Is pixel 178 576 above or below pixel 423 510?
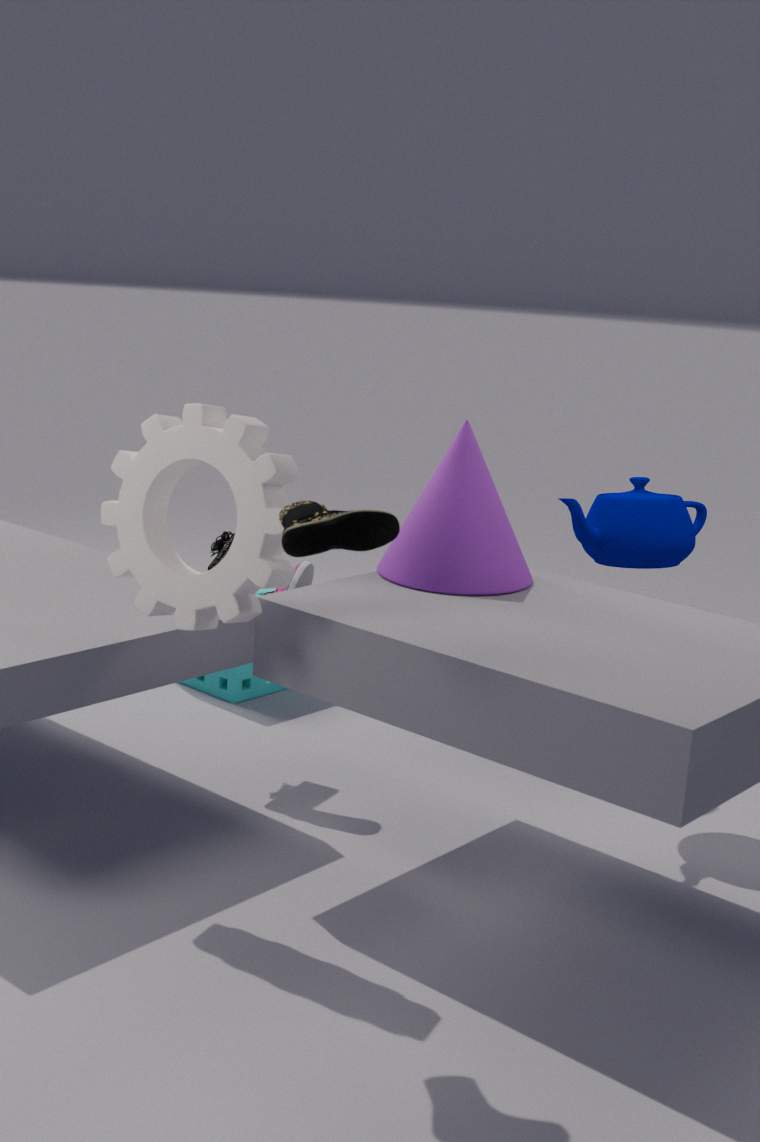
above
